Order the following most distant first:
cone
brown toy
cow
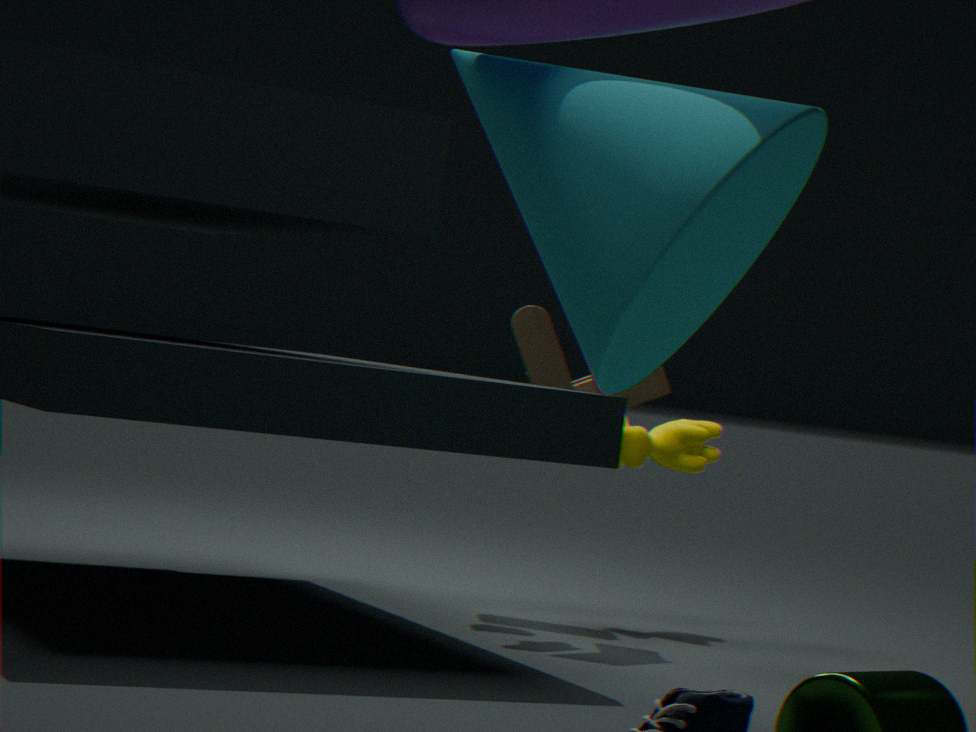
cow < brown toy < cone
